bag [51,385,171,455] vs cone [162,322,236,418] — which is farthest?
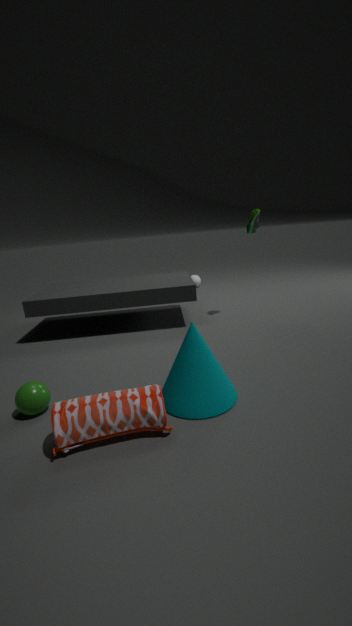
cone [162,322,236,418]
